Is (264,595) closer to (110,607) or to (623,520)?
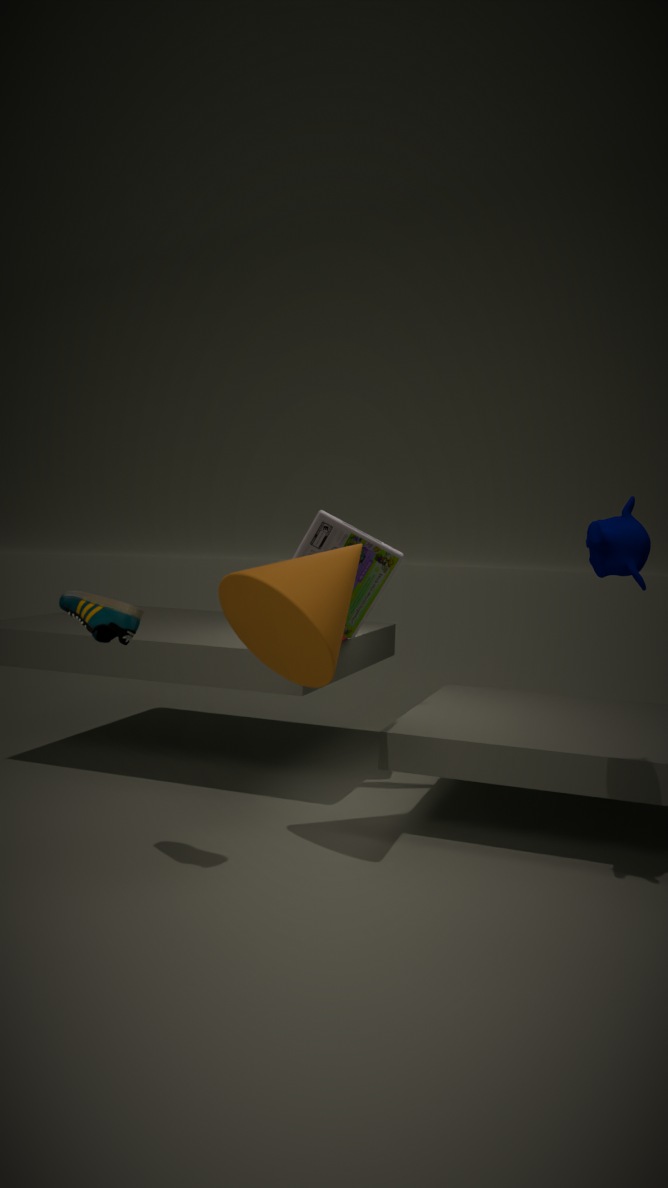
(110,607)
